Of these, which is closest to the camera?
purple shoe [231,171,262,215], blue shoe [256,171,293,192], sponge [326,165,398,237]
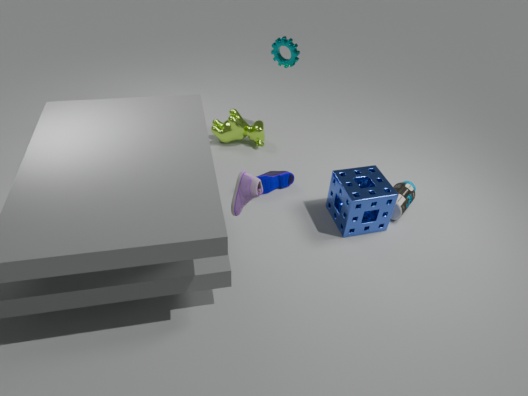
purple shoe [231,171,262,215]
